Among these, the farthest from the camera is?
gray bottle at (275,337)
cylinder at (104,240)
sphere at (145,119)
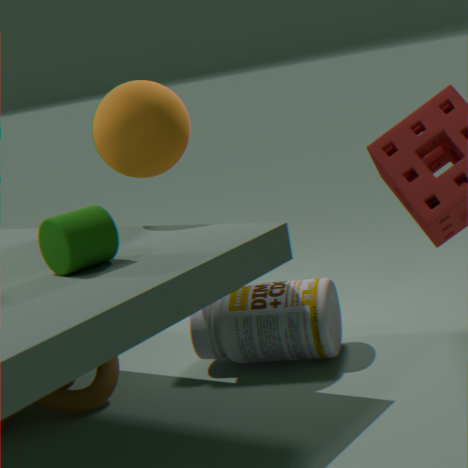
gray bottle at (275,337)
